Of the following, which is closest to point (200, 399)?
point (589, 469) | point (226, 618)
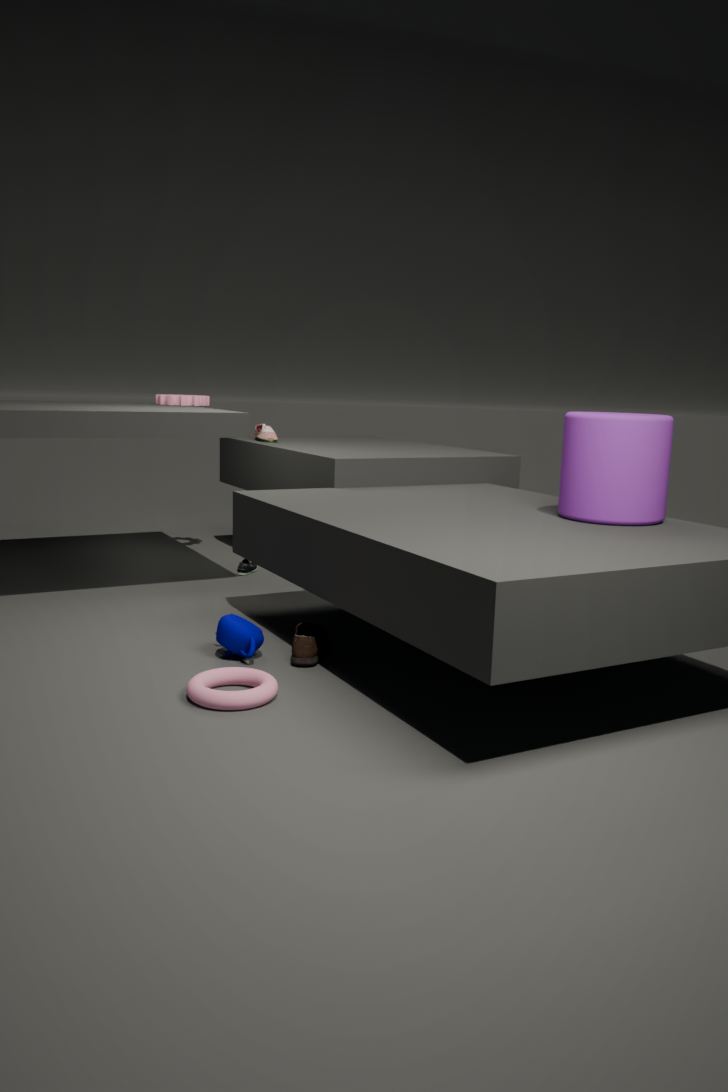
point (226, 618)
